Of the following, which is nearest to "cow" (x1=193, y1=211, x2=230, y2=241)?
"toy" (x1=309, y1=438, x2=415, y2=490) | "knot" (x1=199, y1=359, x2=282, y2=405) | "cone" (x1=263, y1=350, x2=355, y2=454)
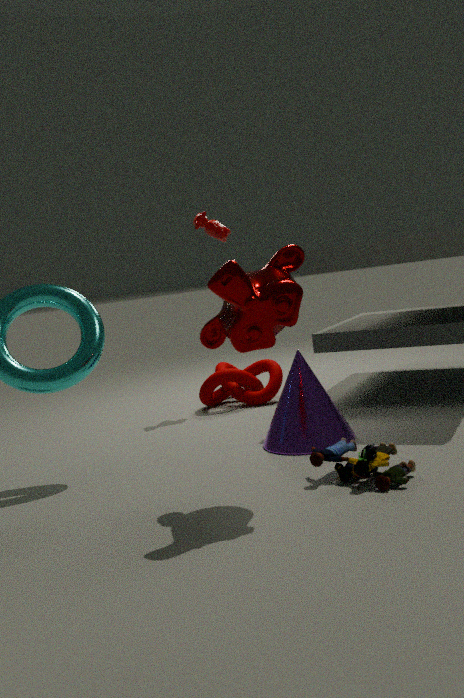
"knot" (x1=199, y1=359, x2=282, y2=405)
